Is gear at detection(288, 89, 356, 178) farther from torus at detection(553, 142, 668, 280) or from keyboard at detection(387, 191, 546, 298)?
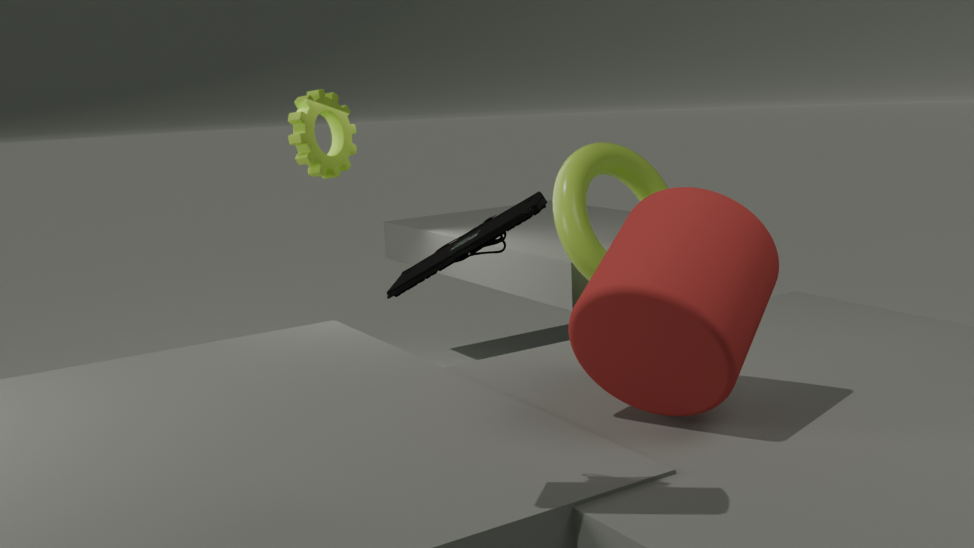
keyboard at detection(387, 191, 546, 298)
